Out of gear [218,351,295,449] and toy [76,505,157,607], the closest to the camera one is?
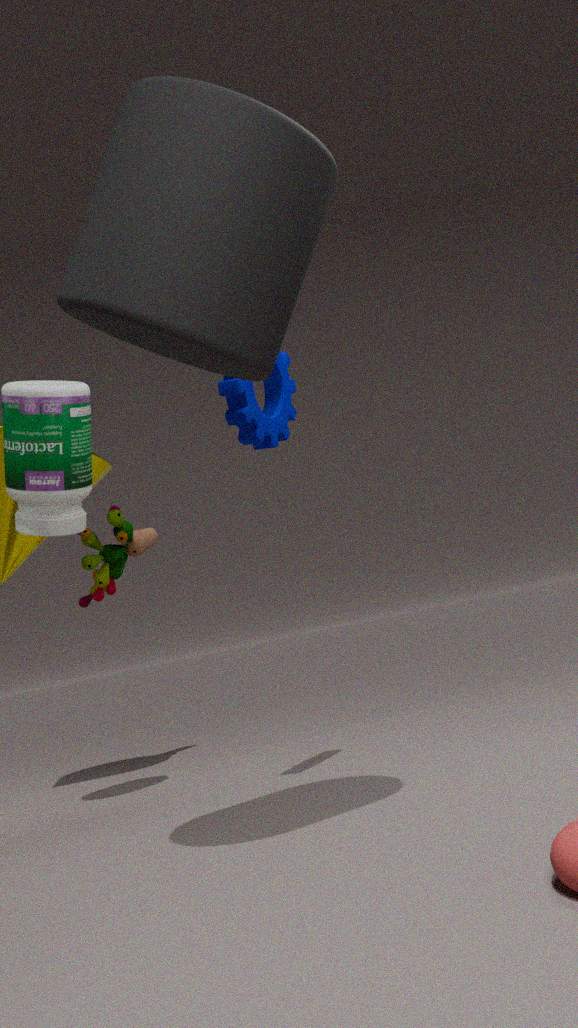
gear [218,351,295,449]
